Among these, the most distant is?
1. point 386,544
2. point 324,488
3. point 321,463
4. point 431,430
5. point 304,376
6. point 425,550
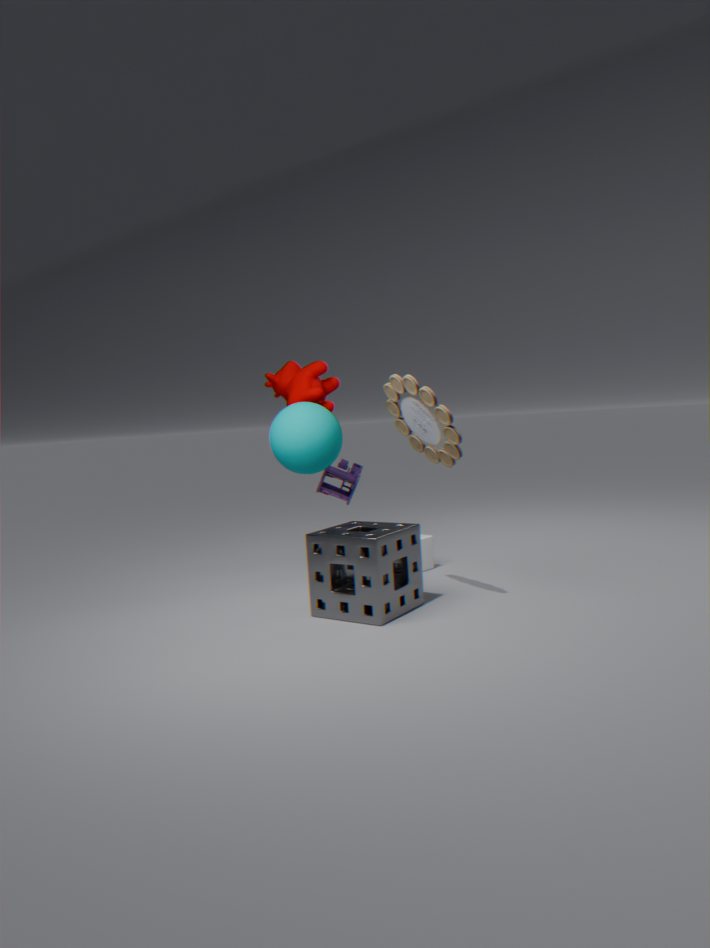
point 324,488
